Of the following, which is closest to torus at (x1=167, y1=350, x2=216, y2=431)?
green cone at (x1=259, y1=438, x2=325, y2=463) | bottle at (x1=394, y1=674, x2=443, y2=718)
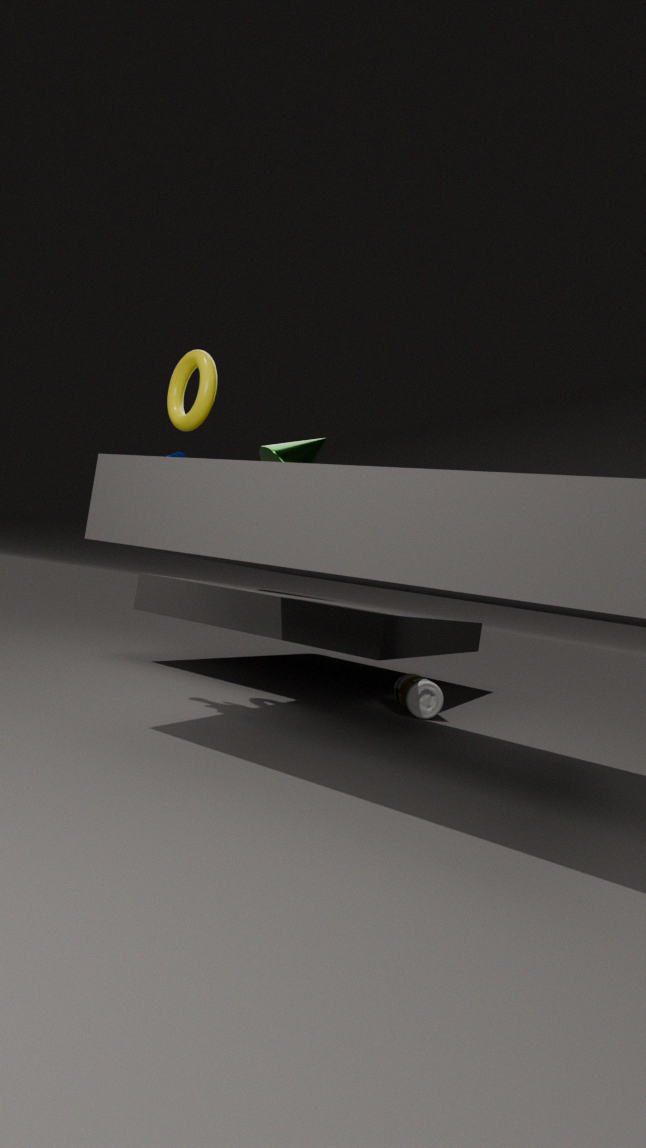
green cone at (x1=259, y1=438, x2=325, y2=463)
